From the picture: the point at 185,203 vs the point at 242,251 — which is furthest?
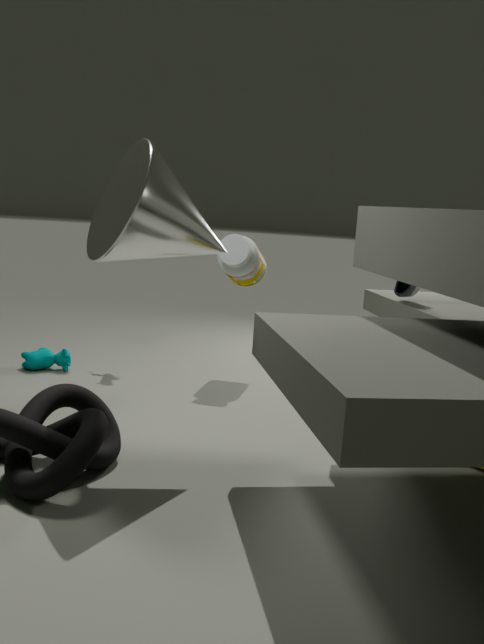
the point at 242,251
